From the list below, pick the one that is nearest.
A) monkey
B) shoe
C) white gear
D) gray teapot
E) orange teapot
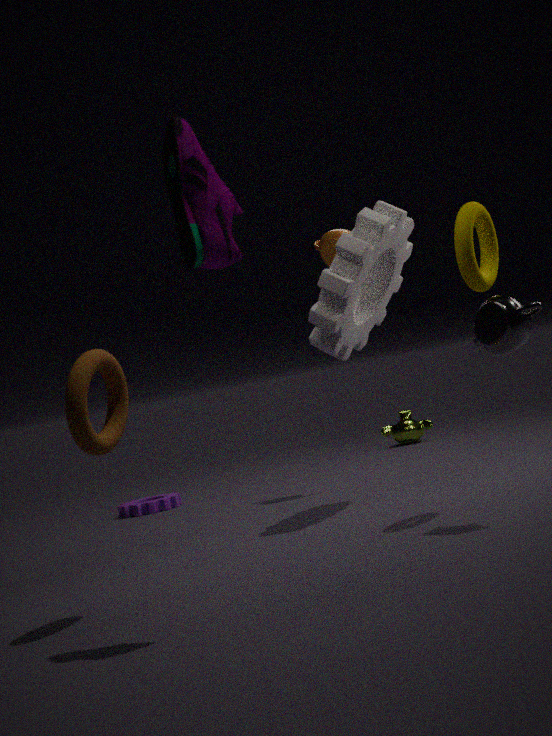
shoe
